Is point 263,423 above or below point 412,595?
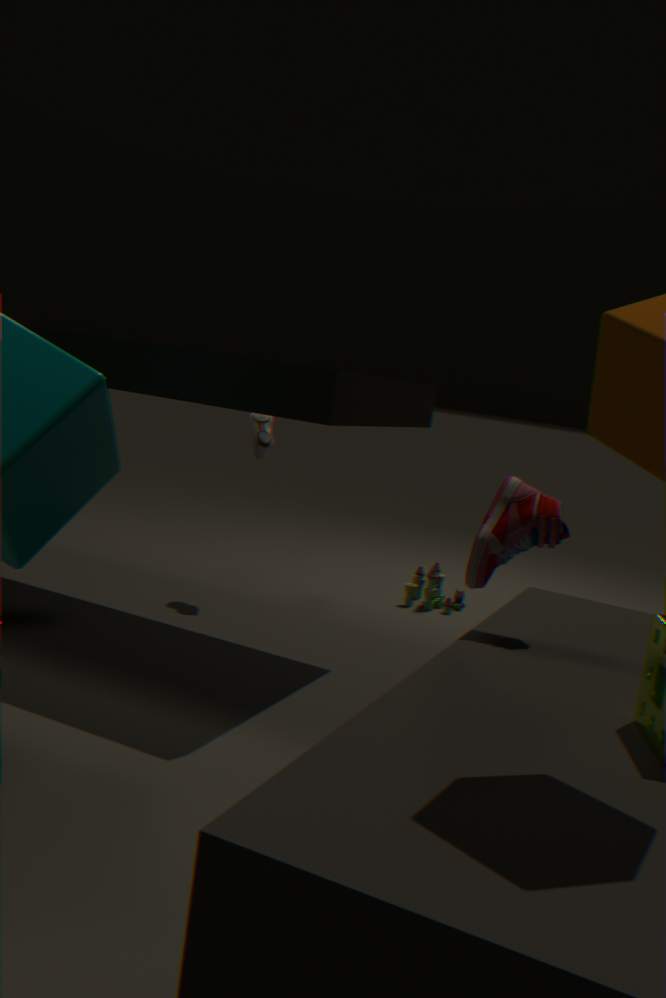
above
